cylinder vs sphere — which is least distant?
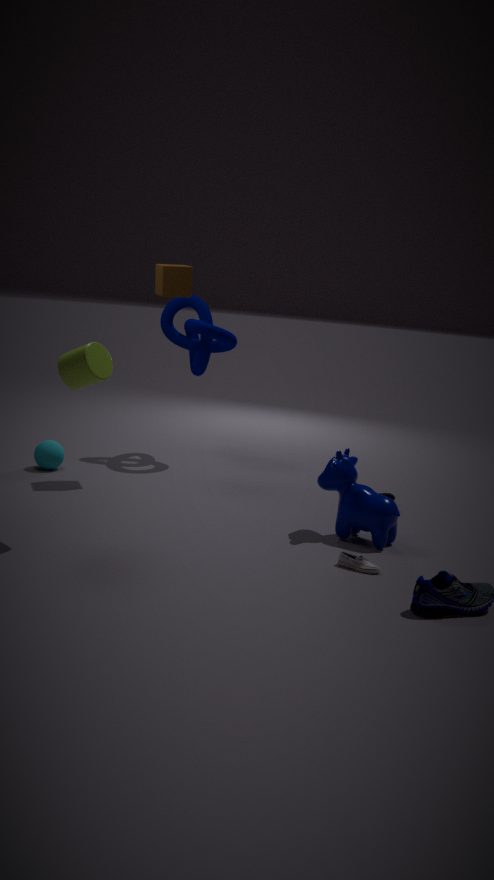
cylinder
